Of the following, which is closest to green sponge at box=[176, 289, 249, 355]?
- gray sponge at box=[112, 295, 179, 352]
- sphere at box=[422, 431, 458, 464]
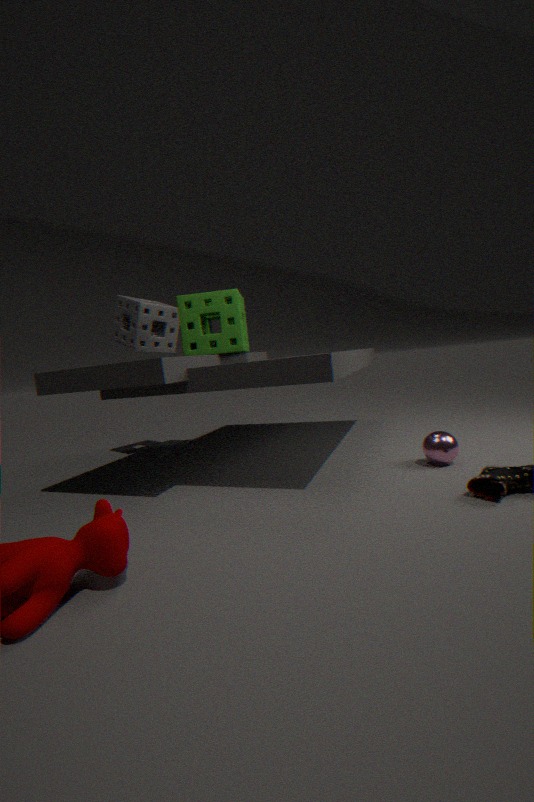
gray sponge at box=[112, 295, 179, 352]
